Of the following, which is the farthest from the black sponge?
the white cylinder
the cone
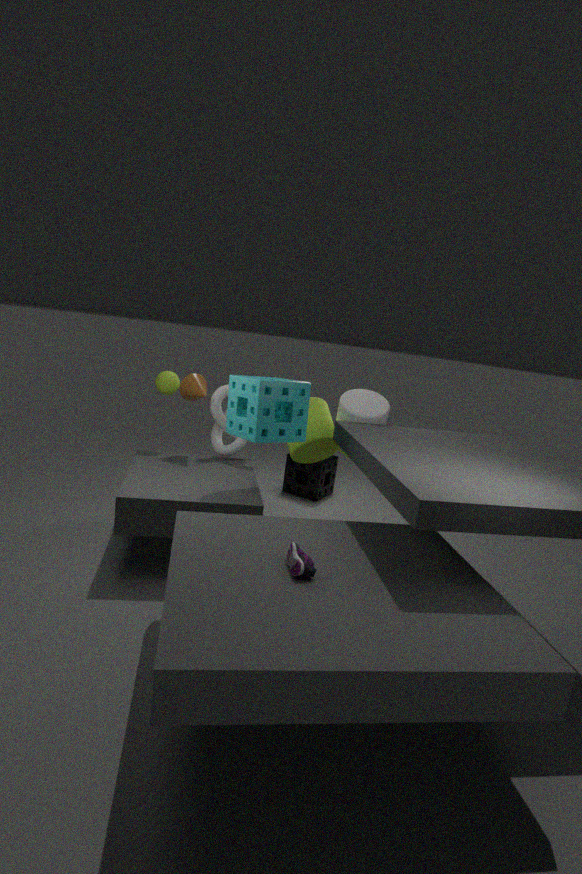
the cone
